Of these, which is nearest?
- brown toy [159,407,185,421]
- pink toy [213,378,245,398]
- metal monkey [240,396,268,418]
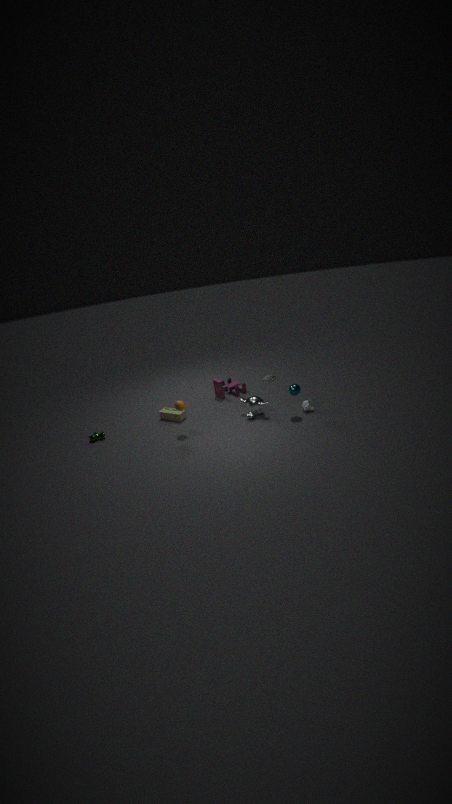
metal monkey [240,396,268,418]
